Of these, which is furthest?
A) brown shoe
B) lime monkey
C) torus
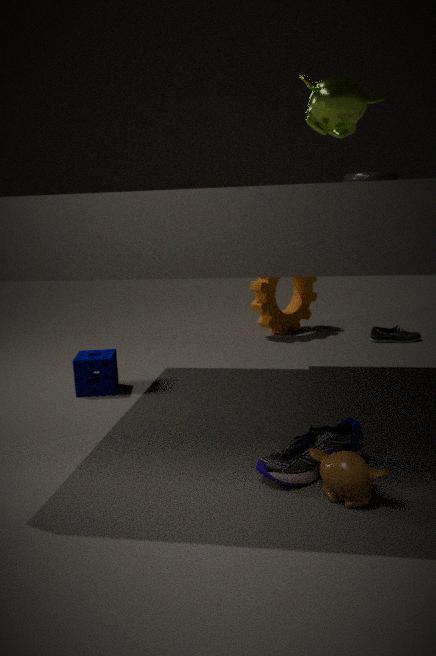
brown shoe
